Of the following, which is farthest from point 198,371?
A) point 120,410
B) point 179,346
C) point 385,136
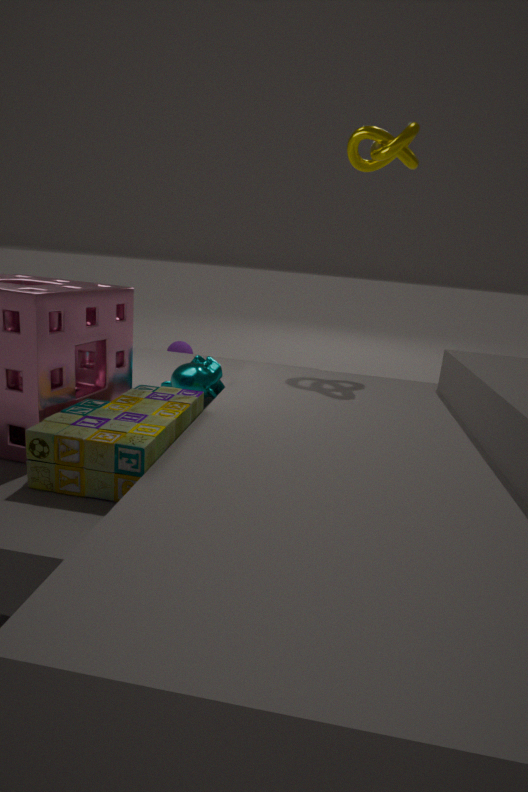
point 179,346
